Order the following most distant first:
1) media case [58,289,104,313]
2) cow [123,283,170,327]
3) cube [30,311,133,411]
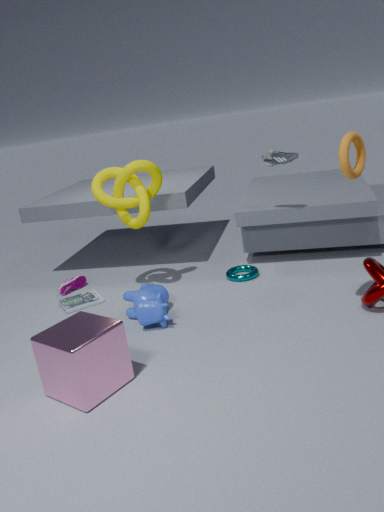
1. 1. media case [58,289,104,313]
2. 2. cow [123,283,170,327]
3. 3. cube [30,311,133,411]
